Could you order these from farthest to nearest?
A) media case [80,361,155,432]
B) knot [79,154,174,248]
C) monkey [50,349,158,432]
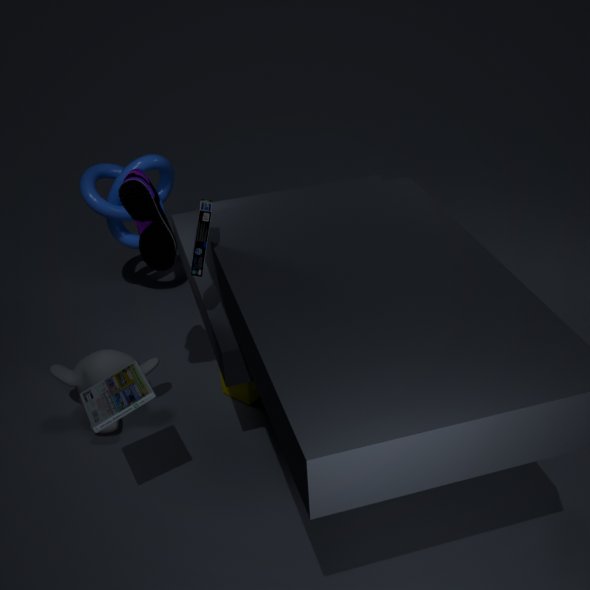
knot [79,154,174,248]
monkey [50,349,158,432]
media case [80,361,155,432]
